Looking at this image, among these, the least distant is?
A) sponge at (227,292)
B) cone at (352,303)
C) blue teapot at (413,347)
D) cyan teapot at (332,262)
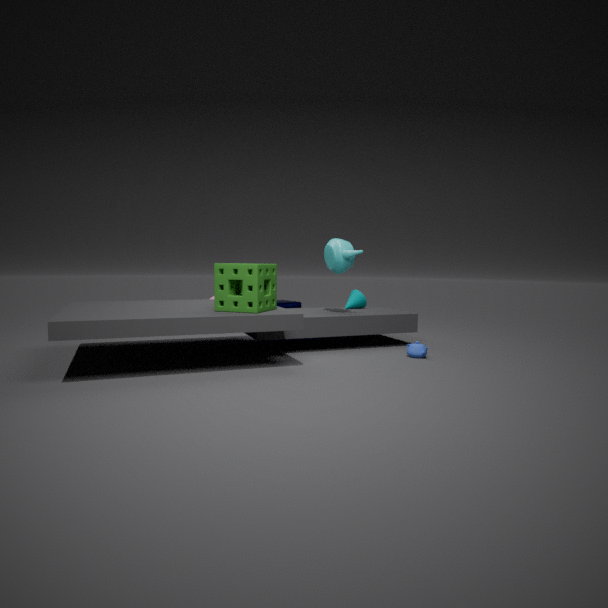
A. sponge at (227,292)
